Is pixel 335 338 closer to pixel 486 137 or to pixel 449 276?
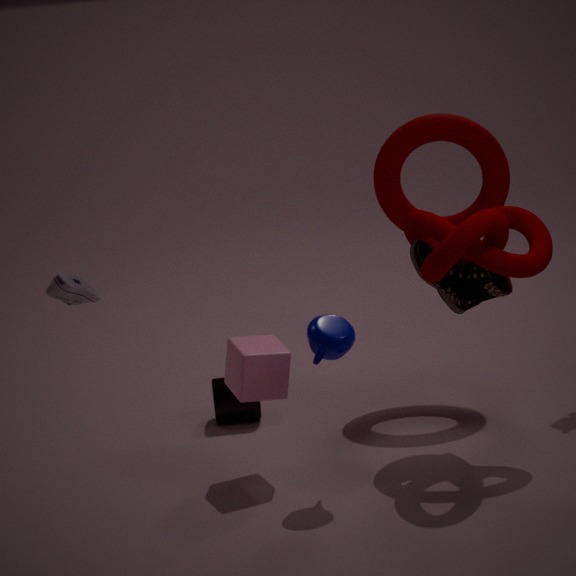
pixel 449 276
